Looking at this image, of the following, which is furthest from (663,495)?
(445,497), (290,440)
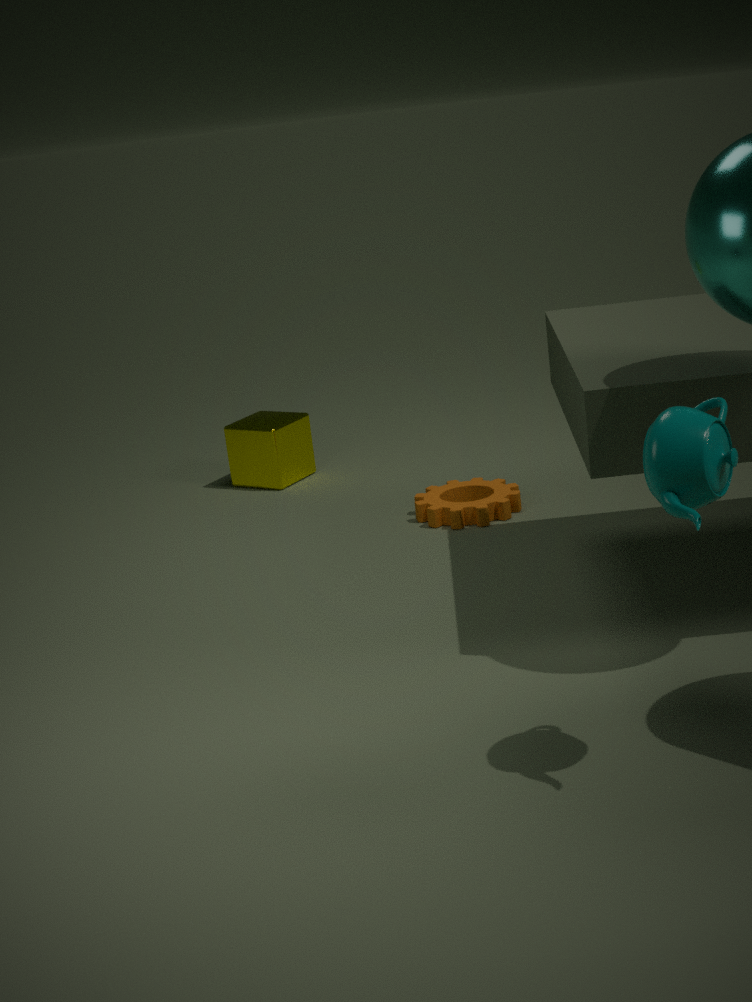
(290,440)
